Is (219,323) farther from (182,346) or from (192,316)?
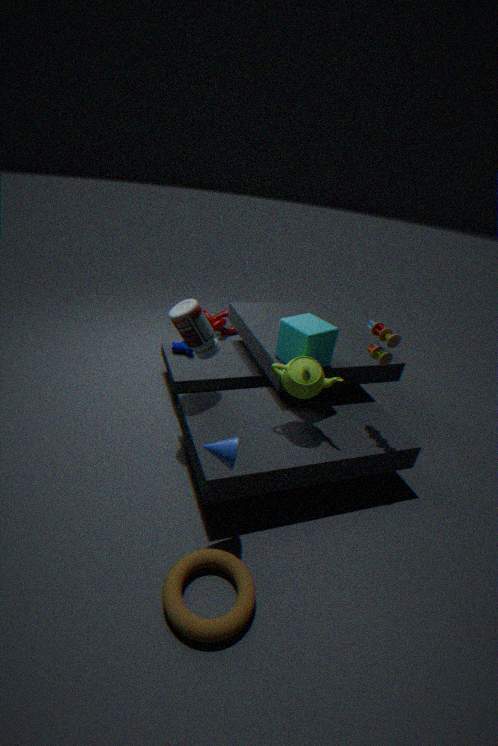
(192,316)
